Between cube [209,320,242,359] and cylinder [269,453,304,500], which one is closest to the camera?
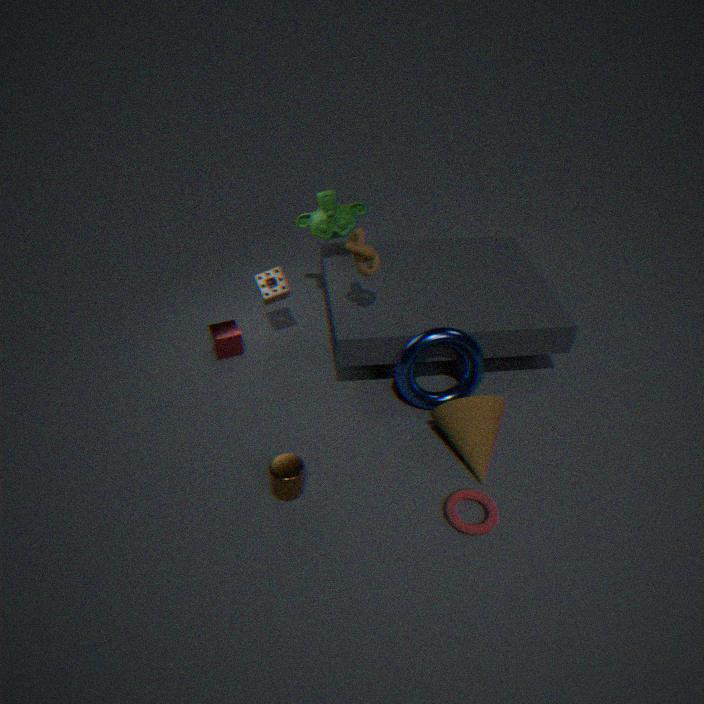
cylinder [269,453,304,500]
